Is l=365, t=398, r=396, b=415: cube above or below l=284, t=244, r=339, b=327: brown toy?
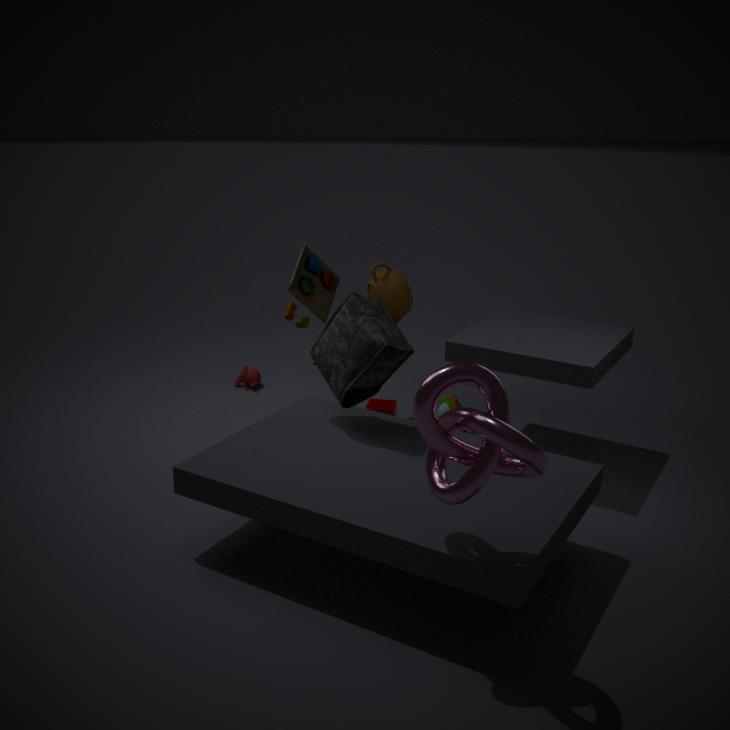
below
